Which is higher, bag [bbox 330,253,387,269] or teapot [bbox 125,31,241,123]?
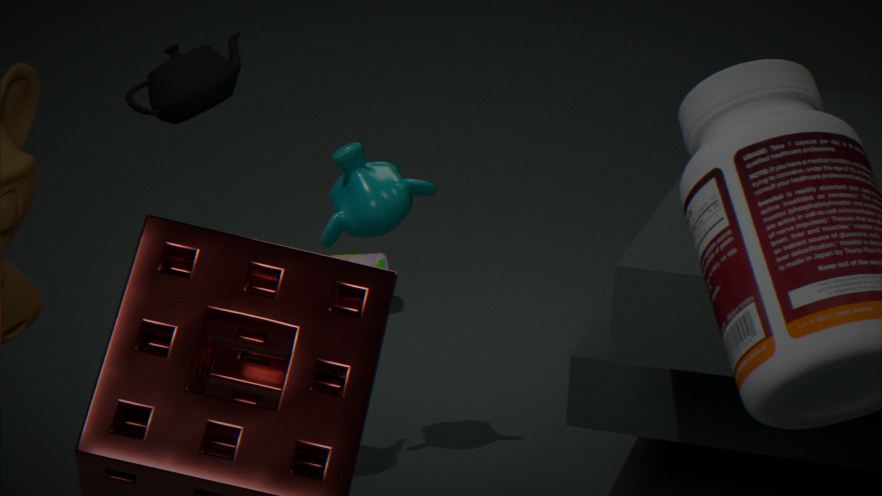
teapot [bbox 125,31,241,123]
